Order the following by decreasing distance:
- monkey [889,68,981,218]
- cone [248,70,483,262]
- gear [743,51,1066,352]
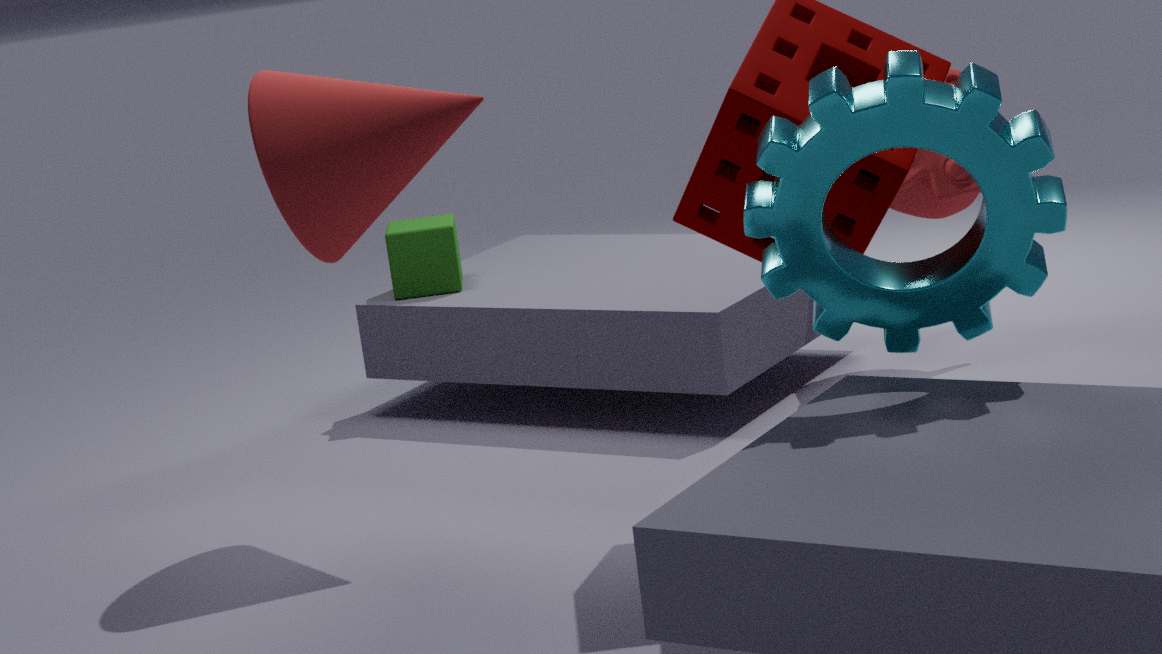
monkey [889,68,981,218]
cone [248,70,483,262]
gear [743,51,1066,352]
